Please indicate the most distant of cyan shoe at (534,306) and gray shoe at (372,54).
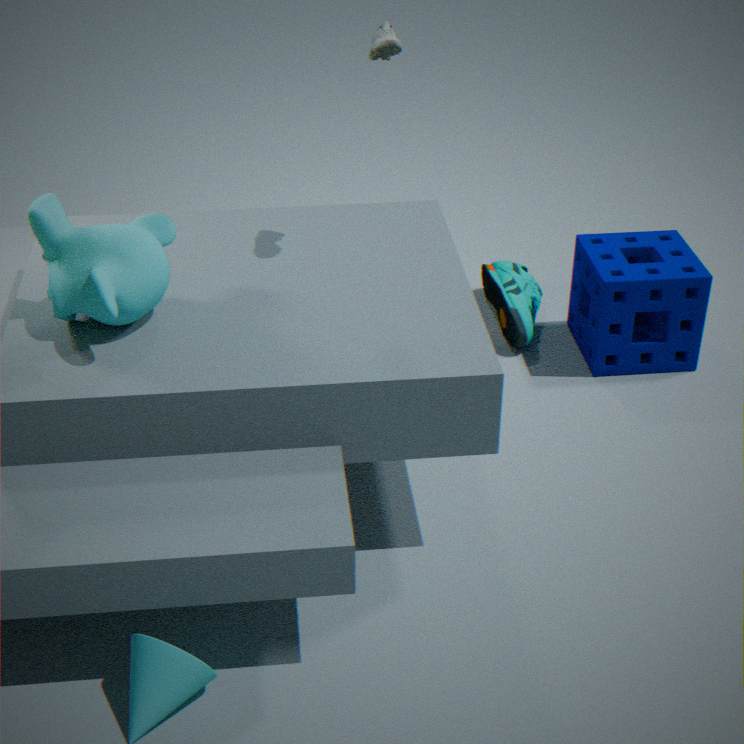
cyan shoe at (534,306)
